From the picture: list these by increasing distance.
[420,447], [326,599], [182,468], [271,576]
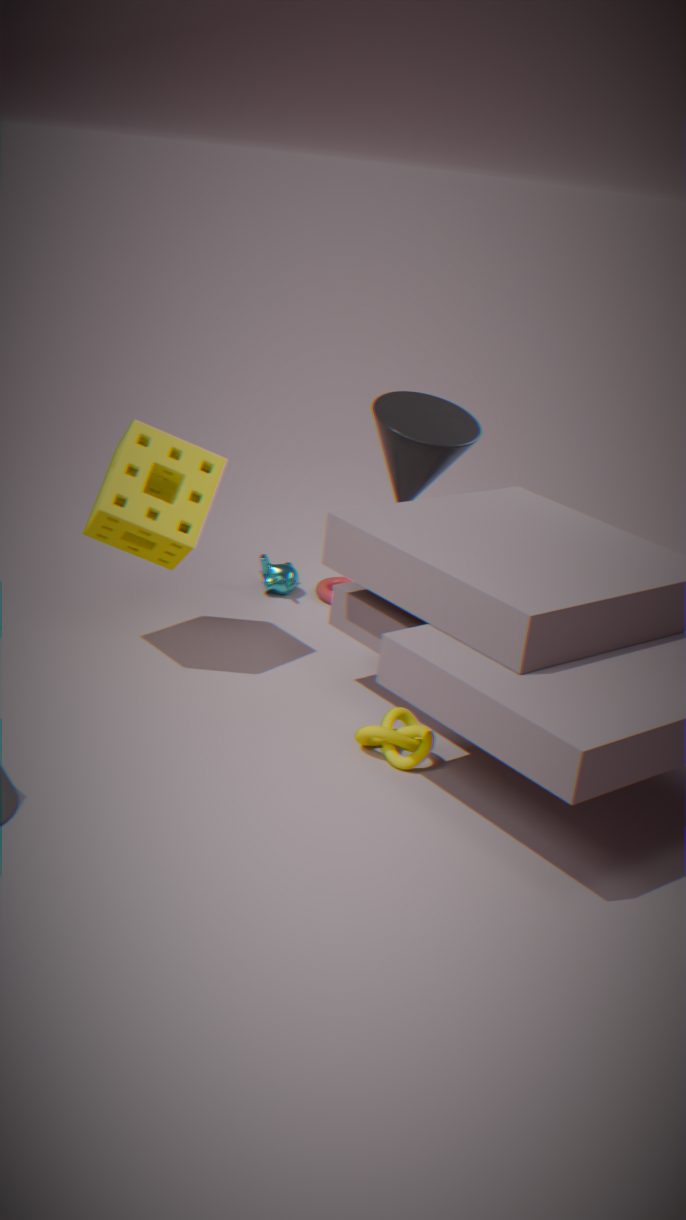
[182,468] < [420,447] < [271,576] < [326,599]
